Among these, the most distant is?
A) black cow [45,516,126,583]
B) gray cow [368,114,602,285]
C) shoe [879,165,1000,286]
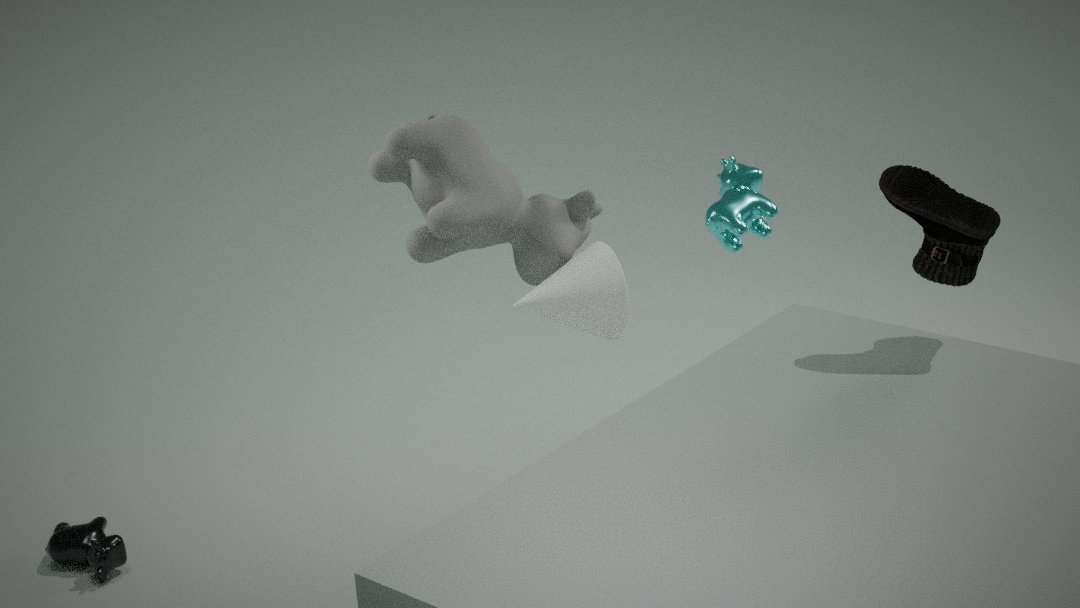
black cow [45,516,126,583]
